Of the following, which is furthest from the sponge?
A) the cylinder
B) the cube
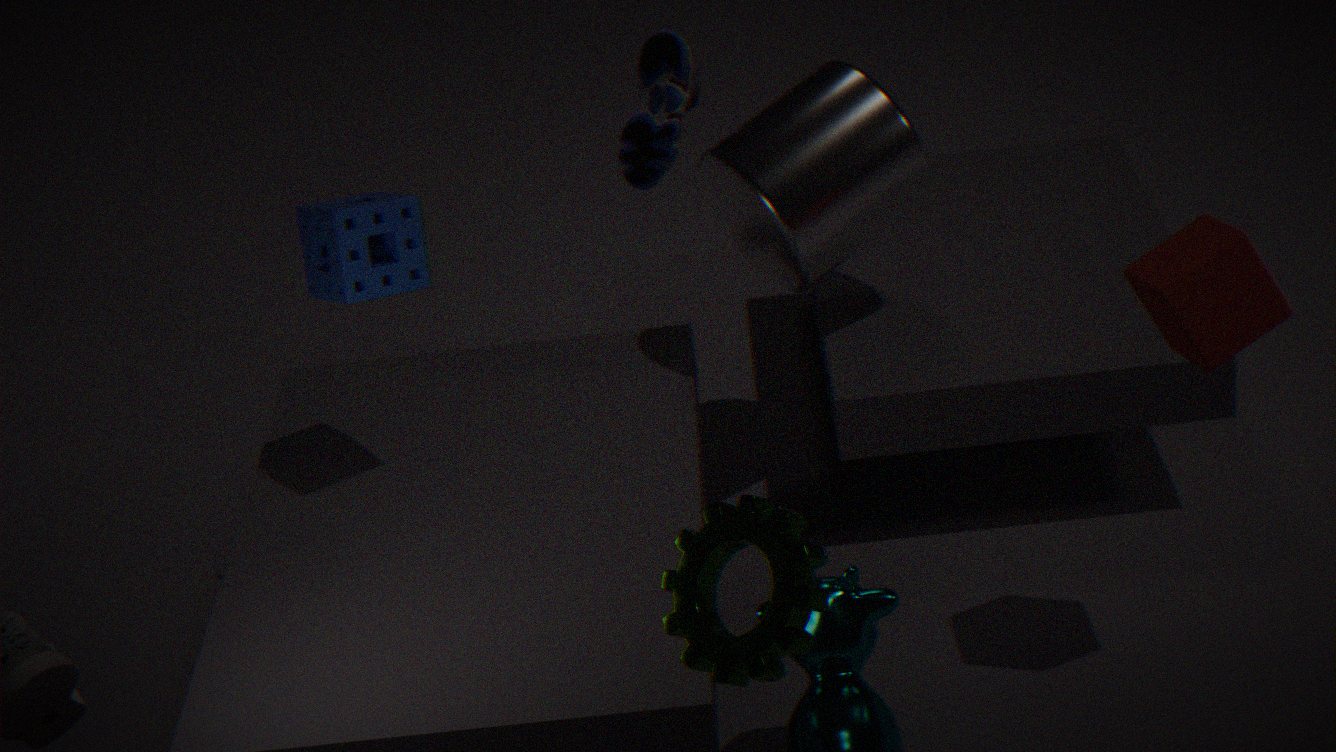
the cube
